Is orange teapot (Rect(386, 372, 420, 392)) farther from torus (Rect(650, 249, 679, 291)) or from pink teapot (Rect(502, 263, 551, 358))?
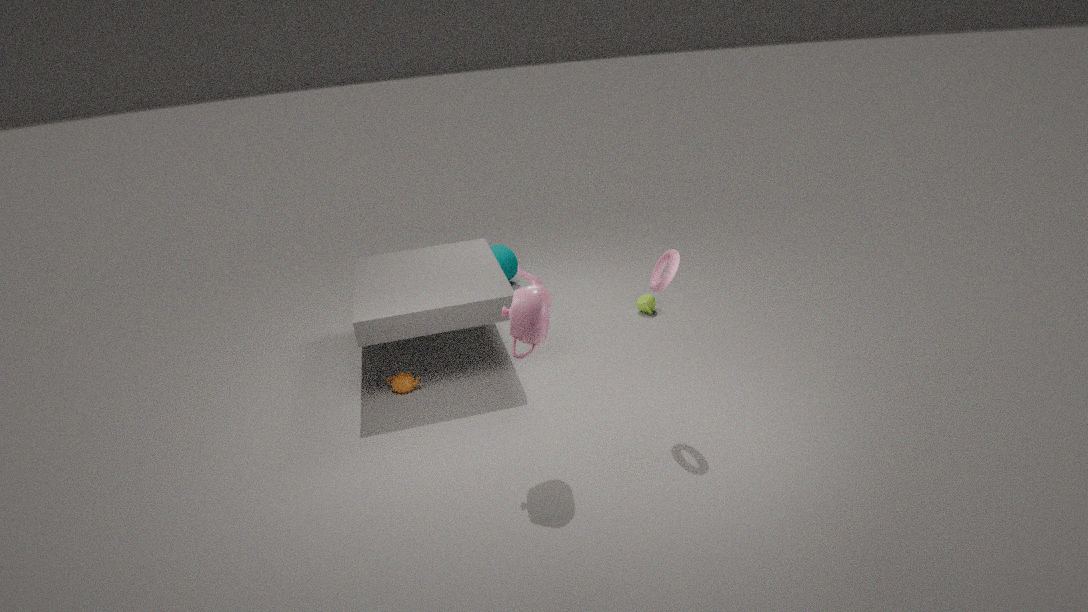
torus (Rect(650, 249, 679, 291))
